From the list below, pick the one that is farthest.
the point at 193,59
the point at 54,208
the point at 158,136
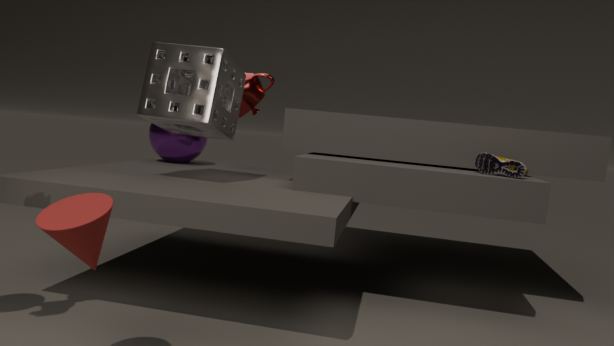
the point at 158,136
